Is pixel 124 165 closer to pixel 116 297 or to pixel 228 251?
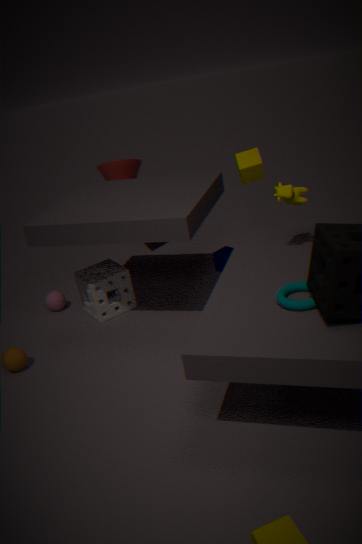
pixel 116 297
